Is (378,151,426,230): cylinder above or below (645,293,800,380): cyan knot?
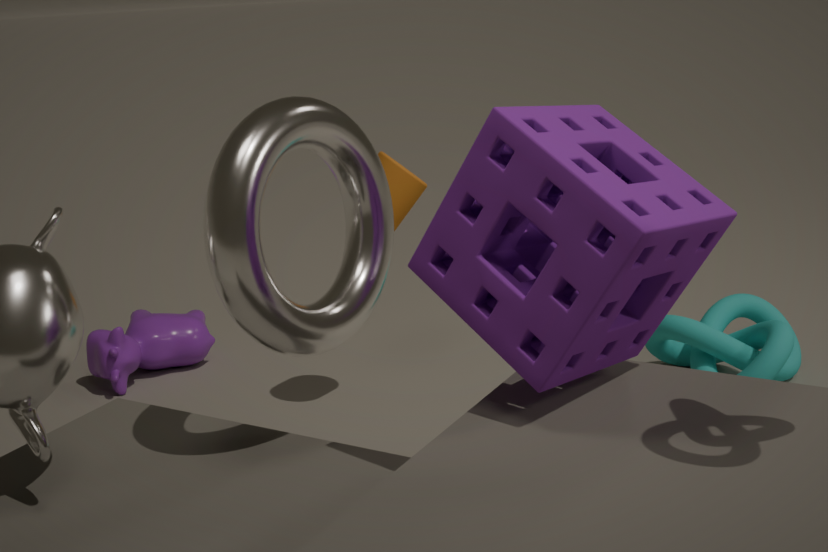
above
